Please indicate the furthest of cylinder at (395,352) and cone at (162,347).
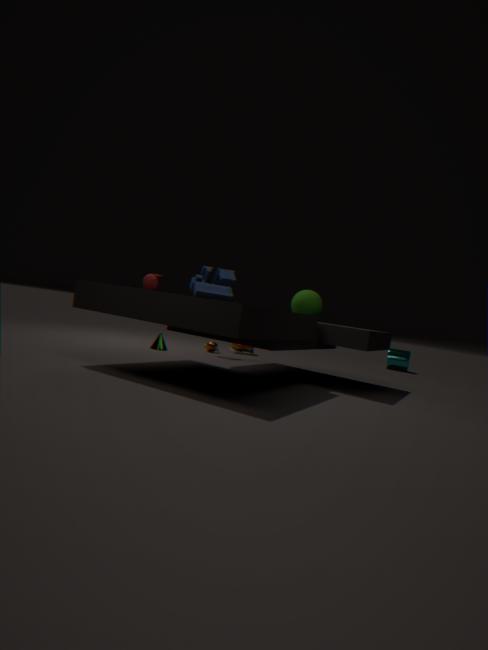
cylinder at (395,352)
